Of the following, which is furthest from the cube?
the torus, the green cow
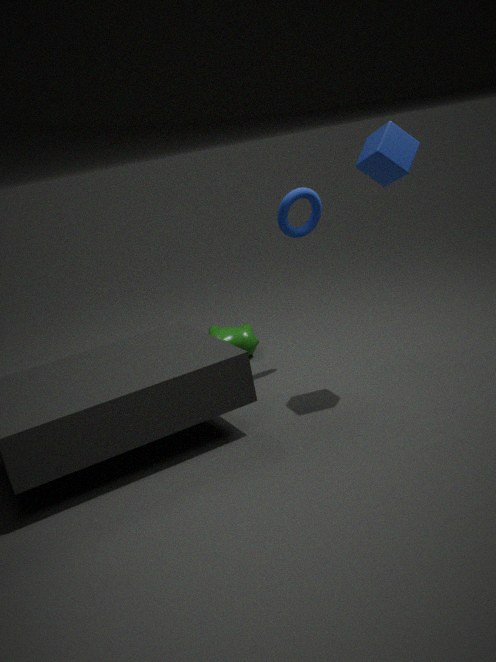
the green cow
